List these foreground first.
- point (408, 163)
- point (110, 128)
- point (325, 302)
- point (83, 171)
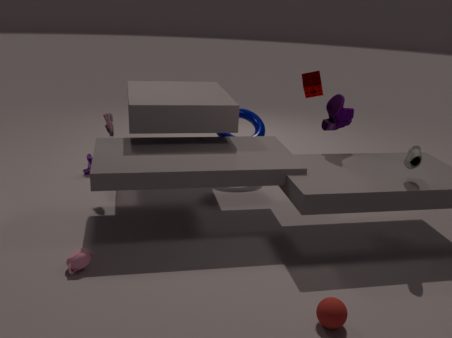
1. point (325, 302)
2. point (408, 163)
3. point (110, 128)
4. point (83, 171)
